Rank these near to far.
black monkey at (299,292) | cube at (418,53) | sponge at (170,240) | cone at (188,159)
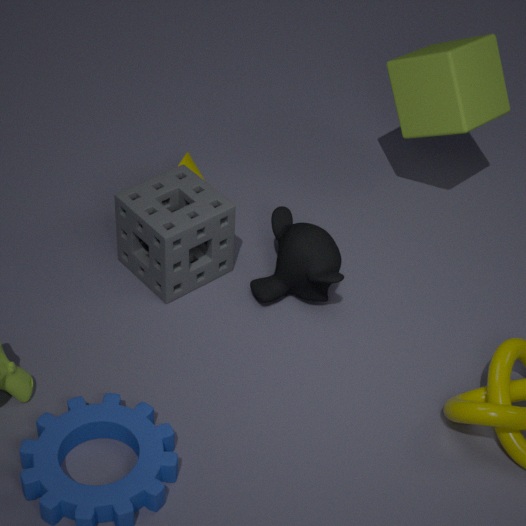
sponge at (170,240) → black monkey at (299,292) → cube at (418,53) → cone at (188,159)
